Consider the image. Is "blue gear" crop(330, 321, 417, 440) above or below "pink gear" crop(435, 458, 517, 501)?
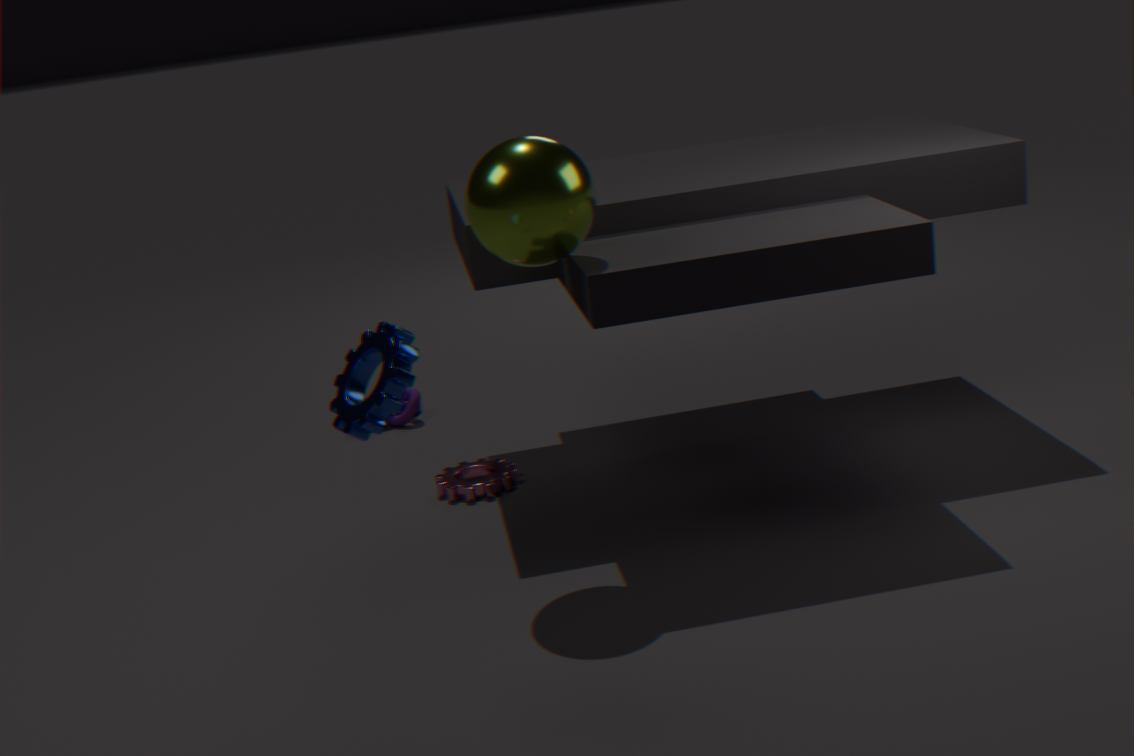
above
